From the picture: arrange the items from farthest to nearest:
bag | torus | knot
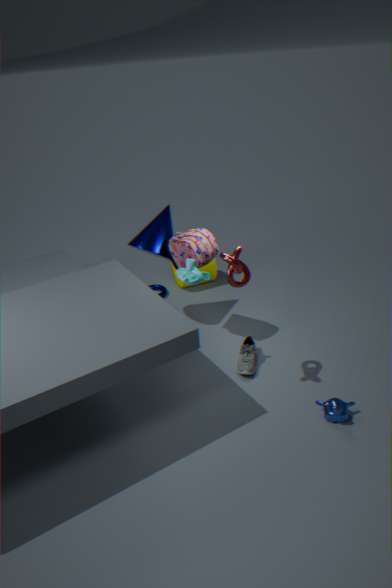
torus, bag, knot
